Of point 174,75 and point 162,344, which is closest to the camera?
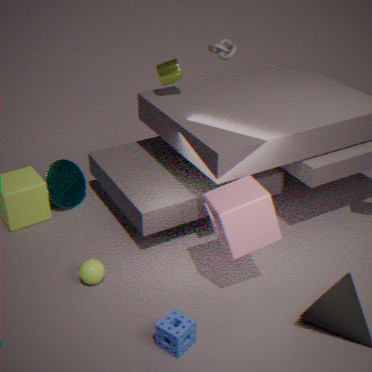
point 162,344
